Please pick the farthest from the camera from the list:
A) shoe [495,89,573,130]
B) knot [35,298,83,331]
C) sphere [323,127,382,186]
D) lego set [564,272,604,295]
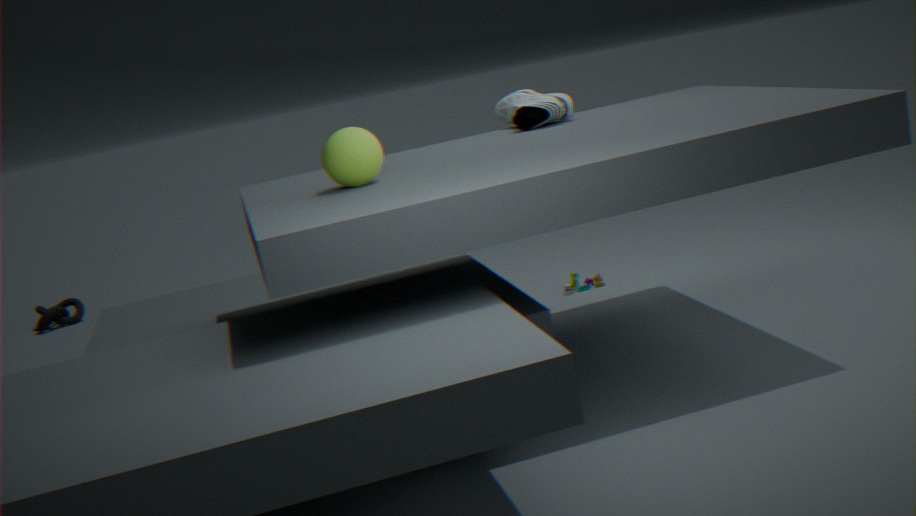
knot [35,298,83,331]
